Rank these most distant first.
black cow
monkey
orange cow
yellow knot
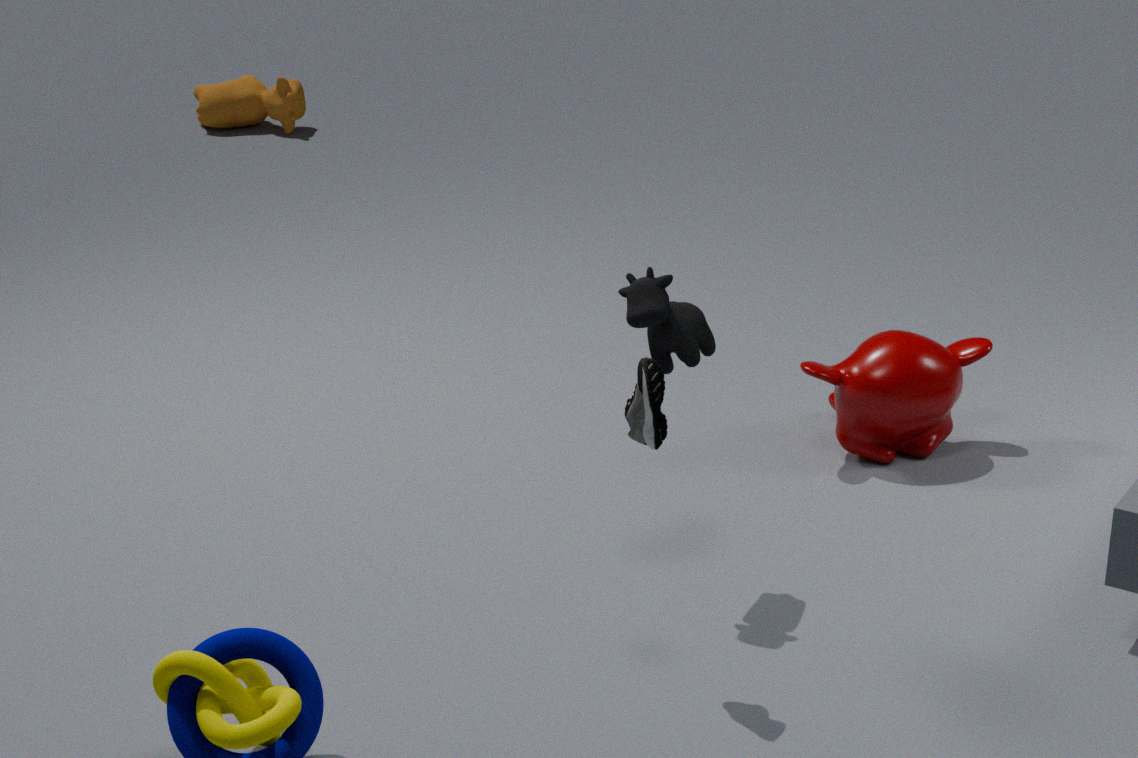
orange cow, monkey, black cow, yellow knot
